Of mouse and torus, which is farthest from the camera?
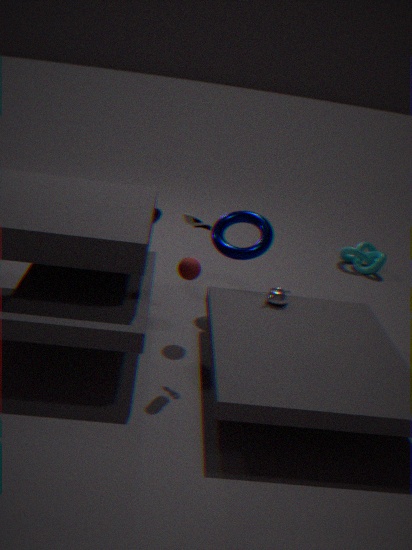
torus
